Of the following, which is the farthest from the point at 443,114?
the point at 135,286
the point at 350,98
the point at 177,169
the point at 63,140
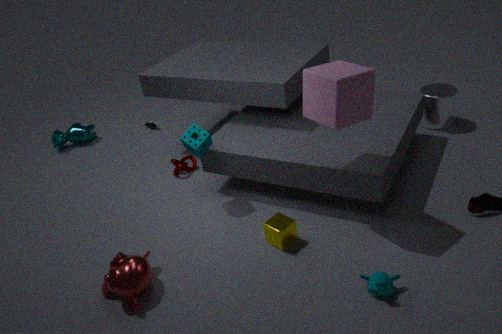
the point at 63,140
